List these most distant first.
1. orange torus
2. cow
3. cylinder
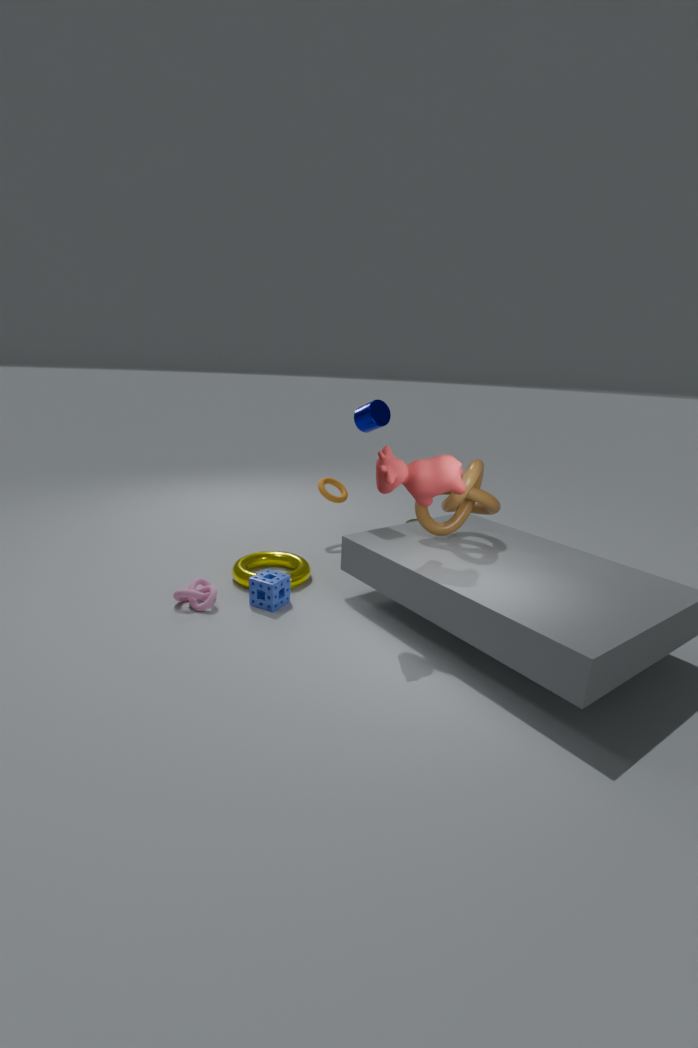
orange torus, cylinder, cow
